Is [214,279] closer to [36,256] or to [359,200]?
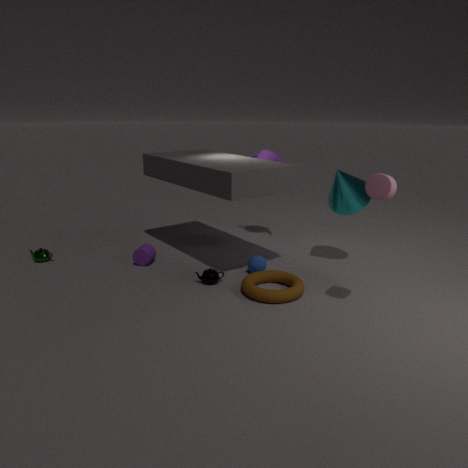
[359,200]
